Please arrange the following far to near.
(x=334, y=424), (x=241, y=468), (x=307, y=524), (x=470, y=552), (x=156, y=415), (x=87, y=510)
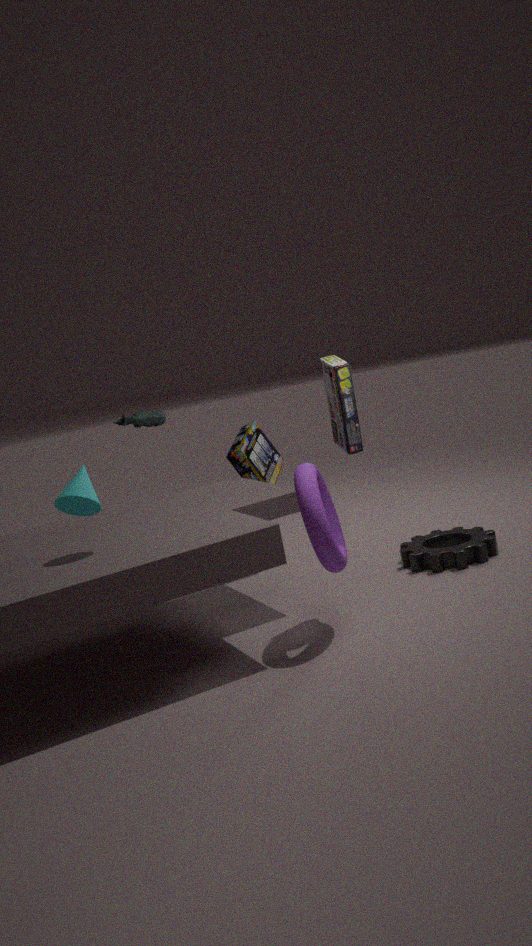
(x=241, y=468)
(x=156, y=415)
(x=470, y=552)
(x=334, y=424)
(x=87, y=510)
(x=307, y=524)
